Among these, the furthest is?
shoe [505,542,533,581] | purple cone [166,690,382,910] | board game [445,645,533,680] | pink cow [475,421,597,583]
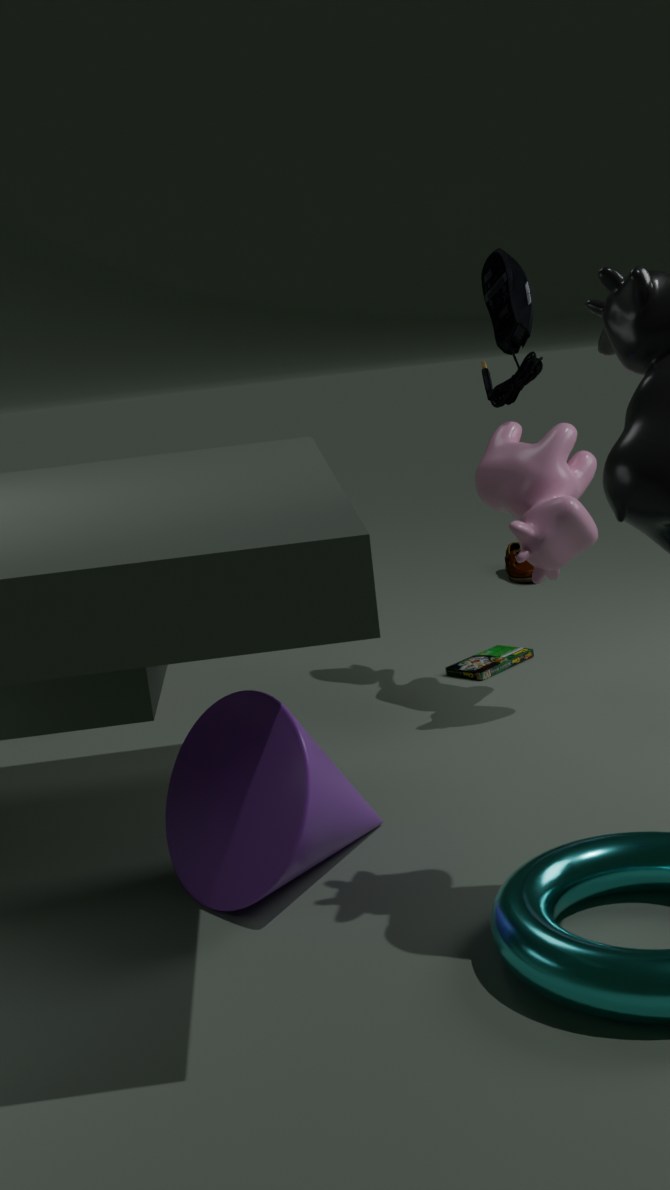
shoe [505,542,533,581]
